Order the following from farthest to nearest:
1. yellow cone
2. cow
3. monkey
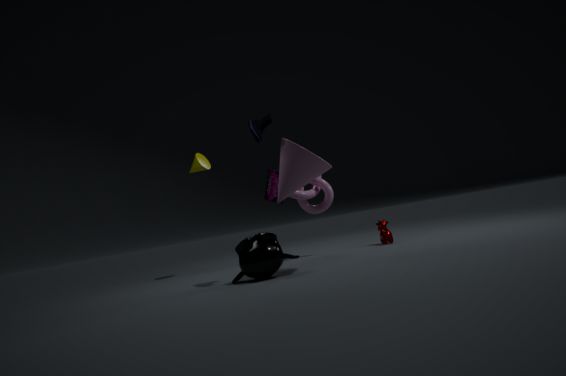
yellow cone, cow, monkey
